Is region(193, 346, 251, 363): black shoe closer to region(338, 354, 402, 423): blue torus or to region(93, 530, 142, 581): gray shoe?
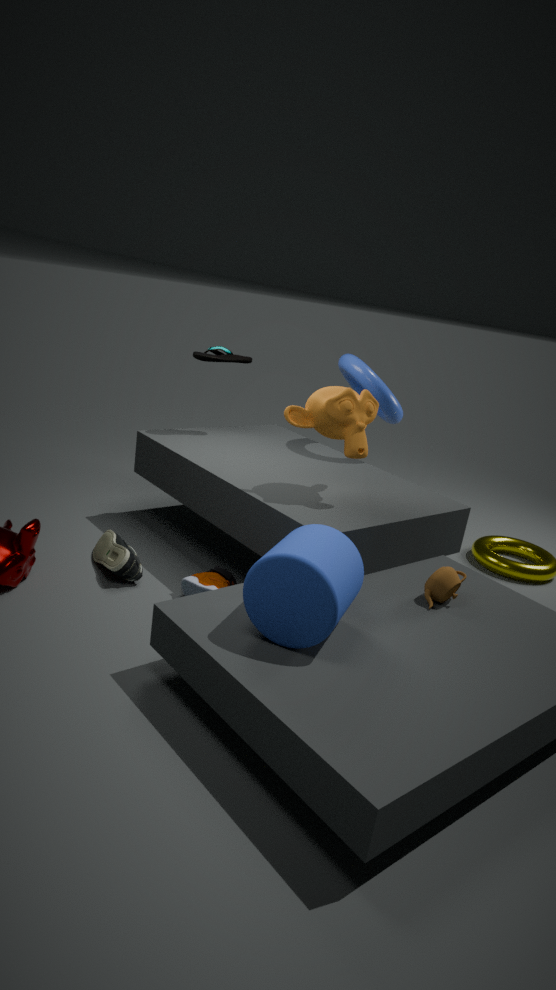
region(338, 354, 402, 423): blue torus
